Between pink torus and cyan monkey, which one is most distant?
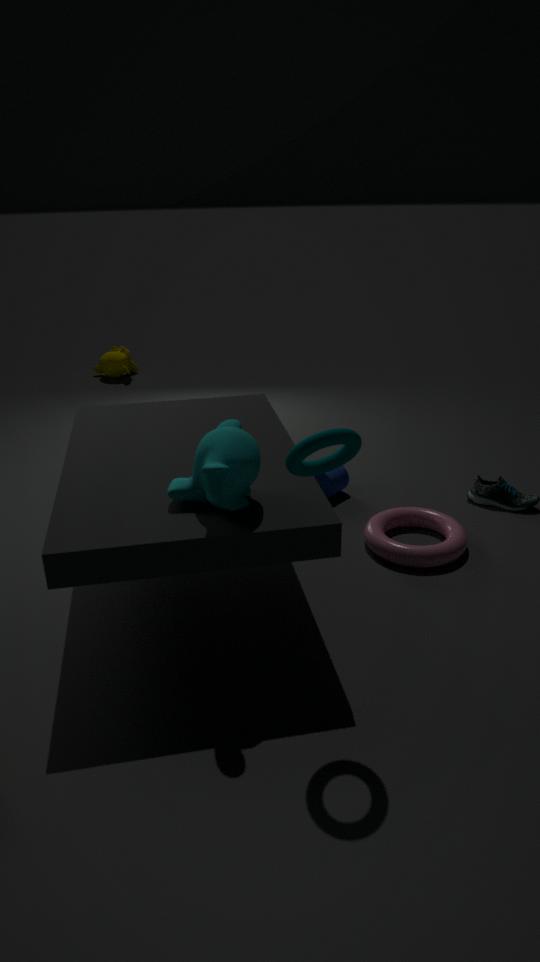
pink torus
